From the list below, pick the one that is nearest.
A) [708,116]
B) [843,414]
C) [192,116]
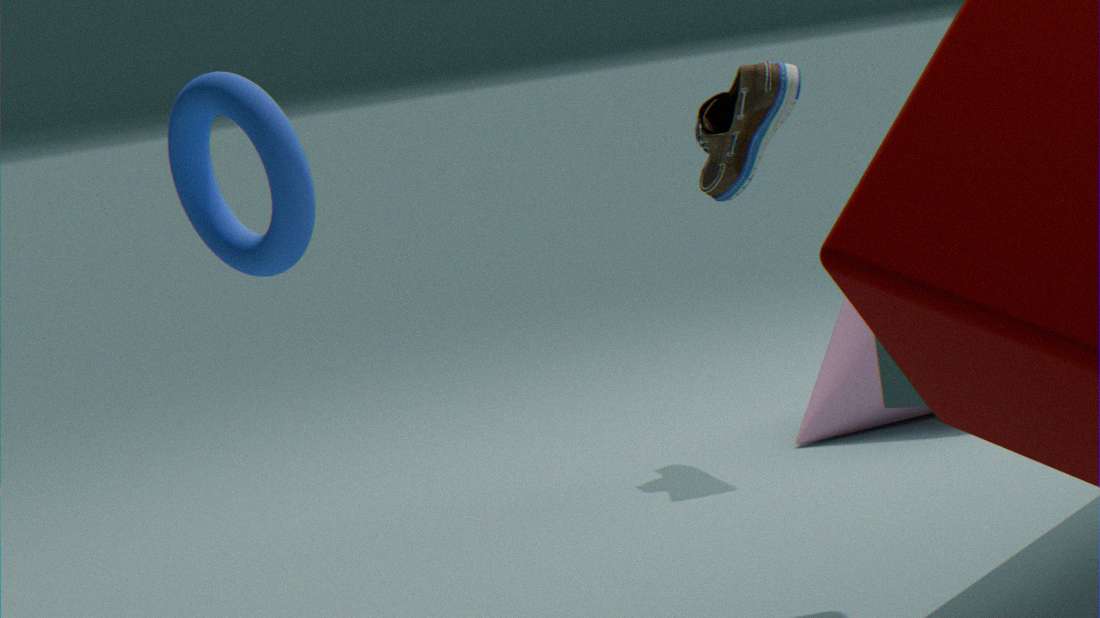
[192,116]
